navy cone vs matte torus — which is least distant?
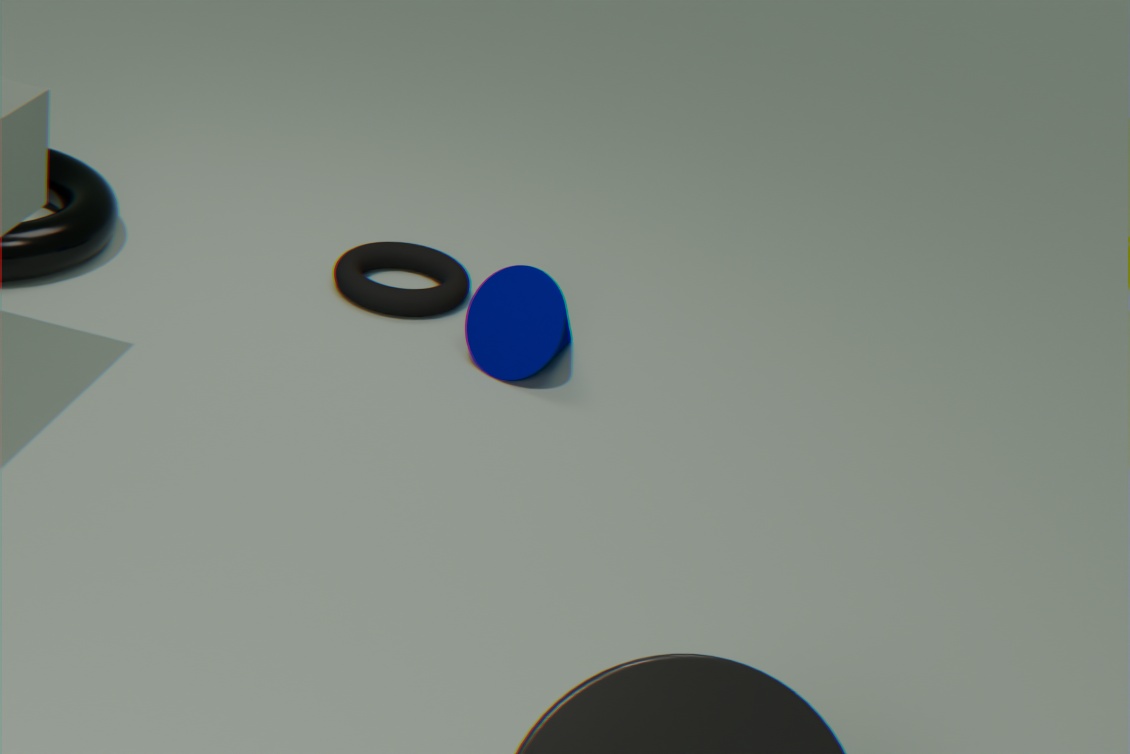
navy cone
